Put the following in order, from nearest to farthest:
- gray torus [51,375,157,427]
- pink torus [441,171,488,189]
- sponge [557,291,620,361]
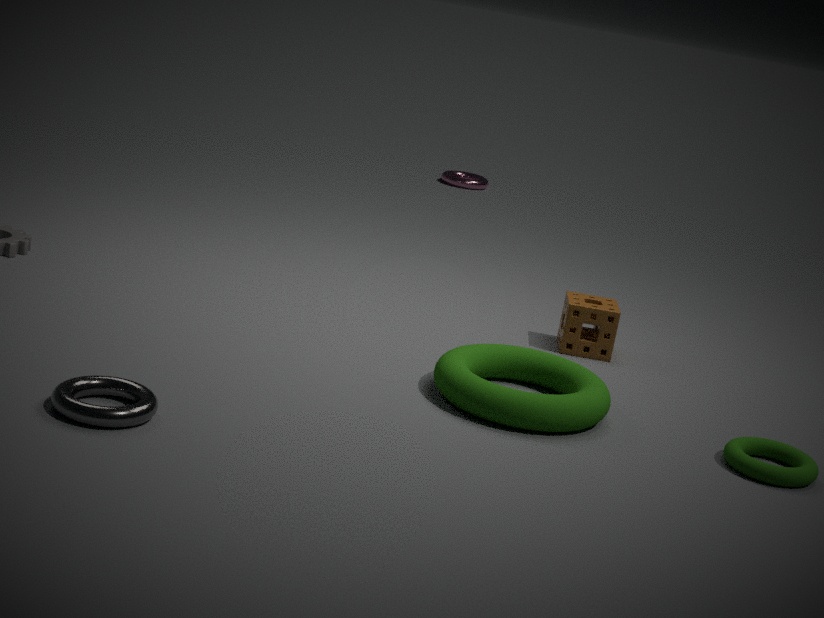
gray torus [51,375,157,427] < sponge [557,291,620,361] < pink torus [441,171,488,189]
